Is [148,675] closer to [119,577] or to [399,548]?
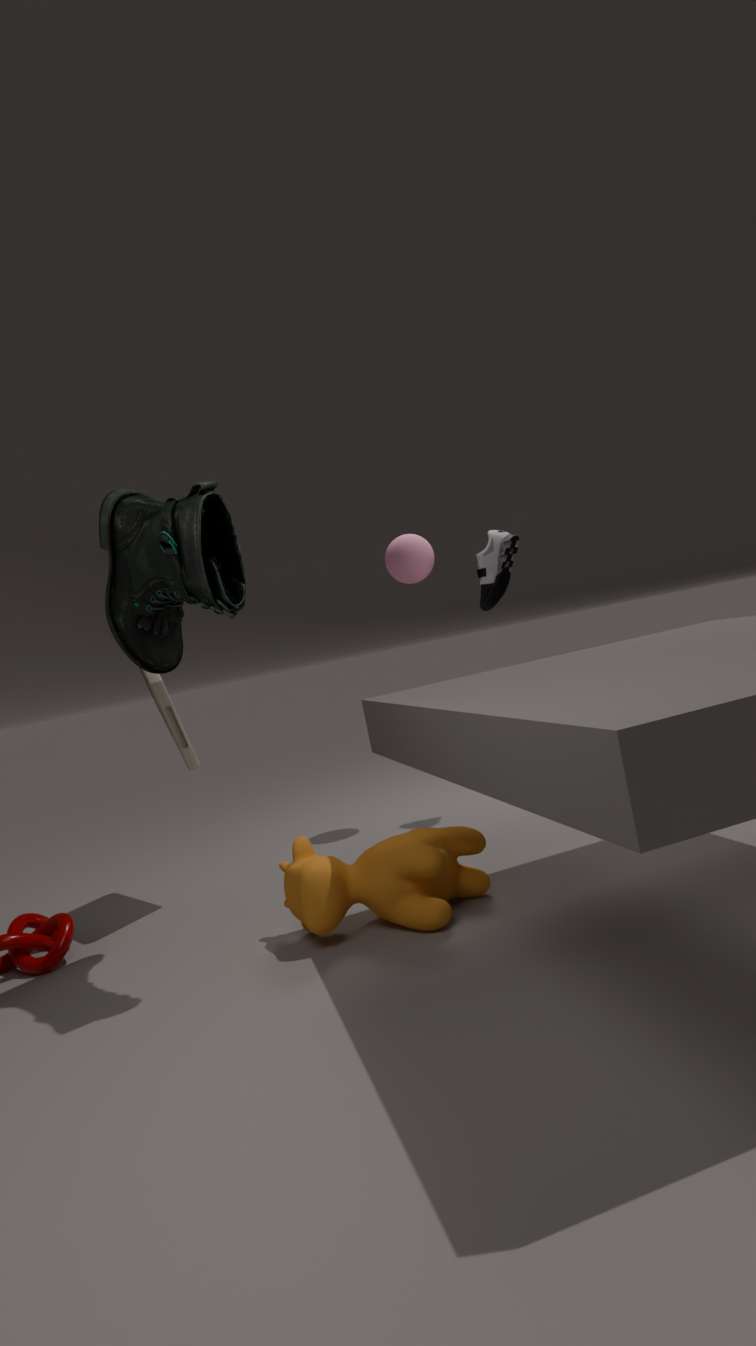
[119,577]
